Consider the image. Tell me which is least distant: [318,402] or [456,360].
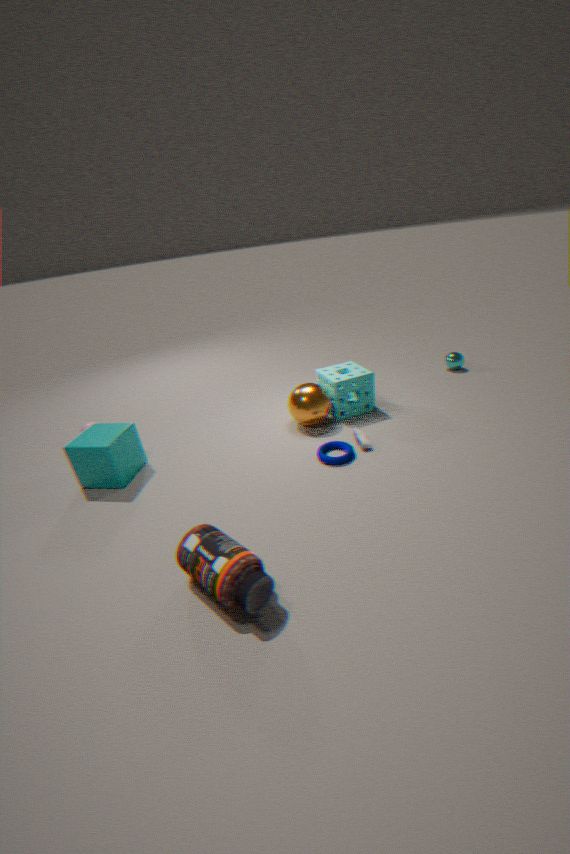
[318,402]
